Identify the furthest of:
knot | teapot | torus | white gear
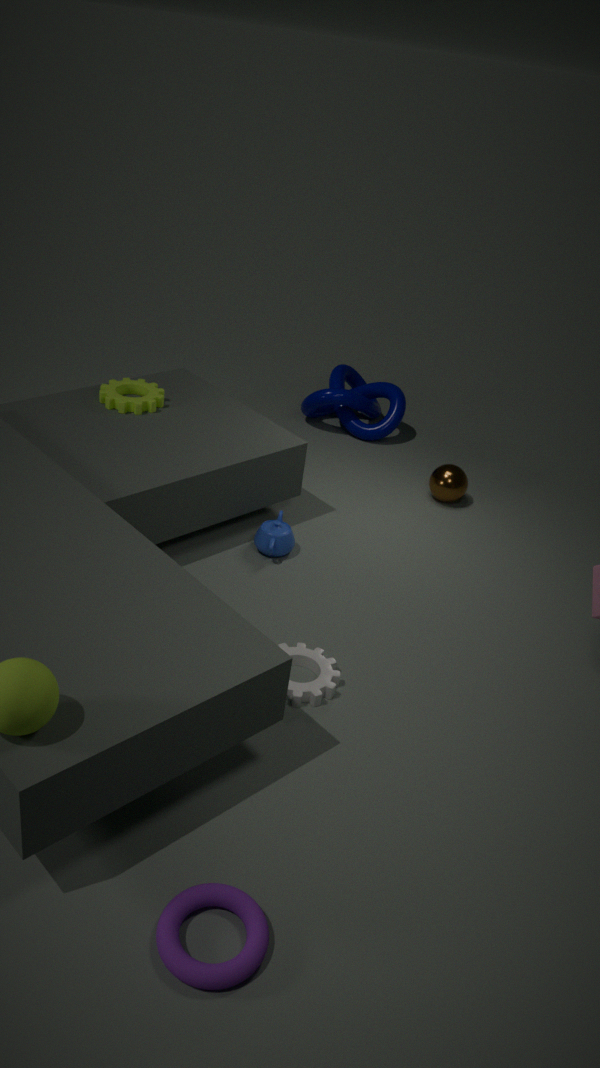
knot
